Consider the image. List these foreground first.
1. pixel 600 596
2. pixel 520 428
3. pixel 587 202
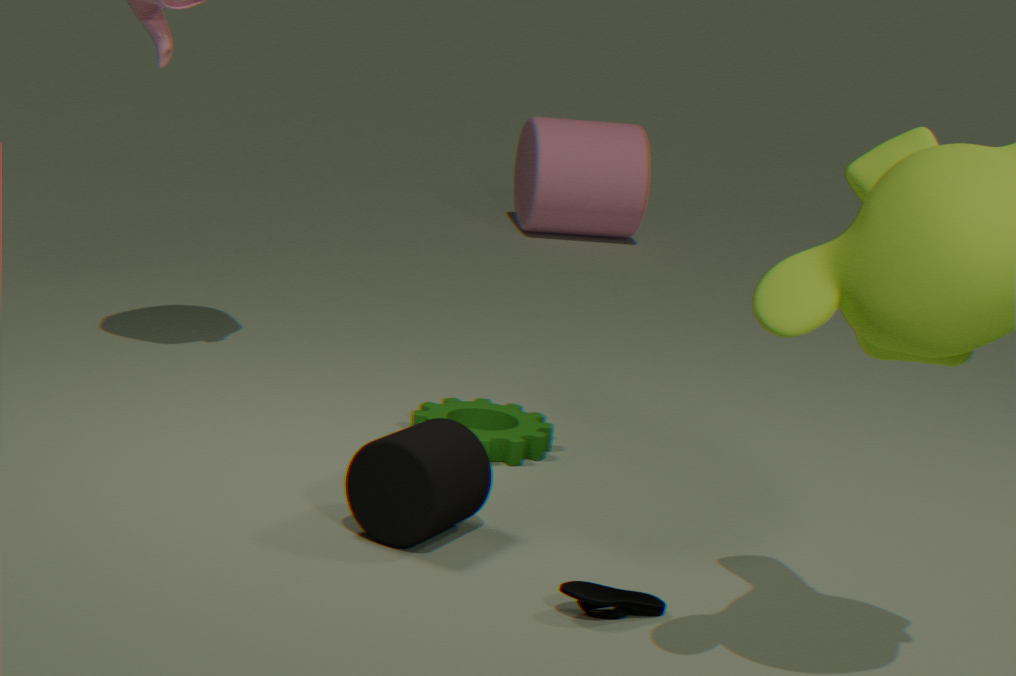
1. pixel 600 596
2. pixel 520 428
3. pixel 587 202
